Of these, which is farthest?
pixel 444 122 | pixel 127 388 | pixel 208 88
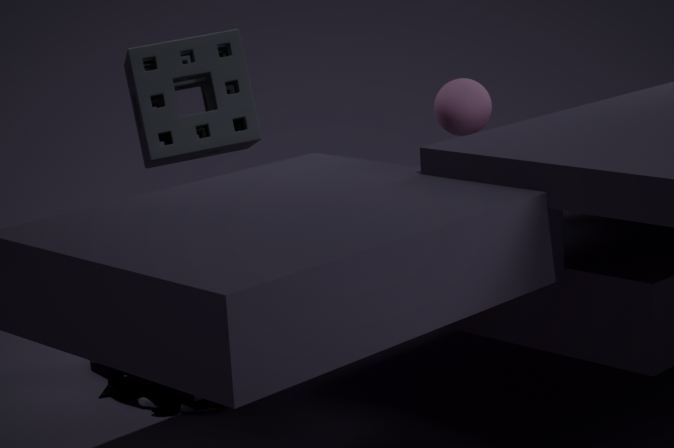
pixel 208 88
